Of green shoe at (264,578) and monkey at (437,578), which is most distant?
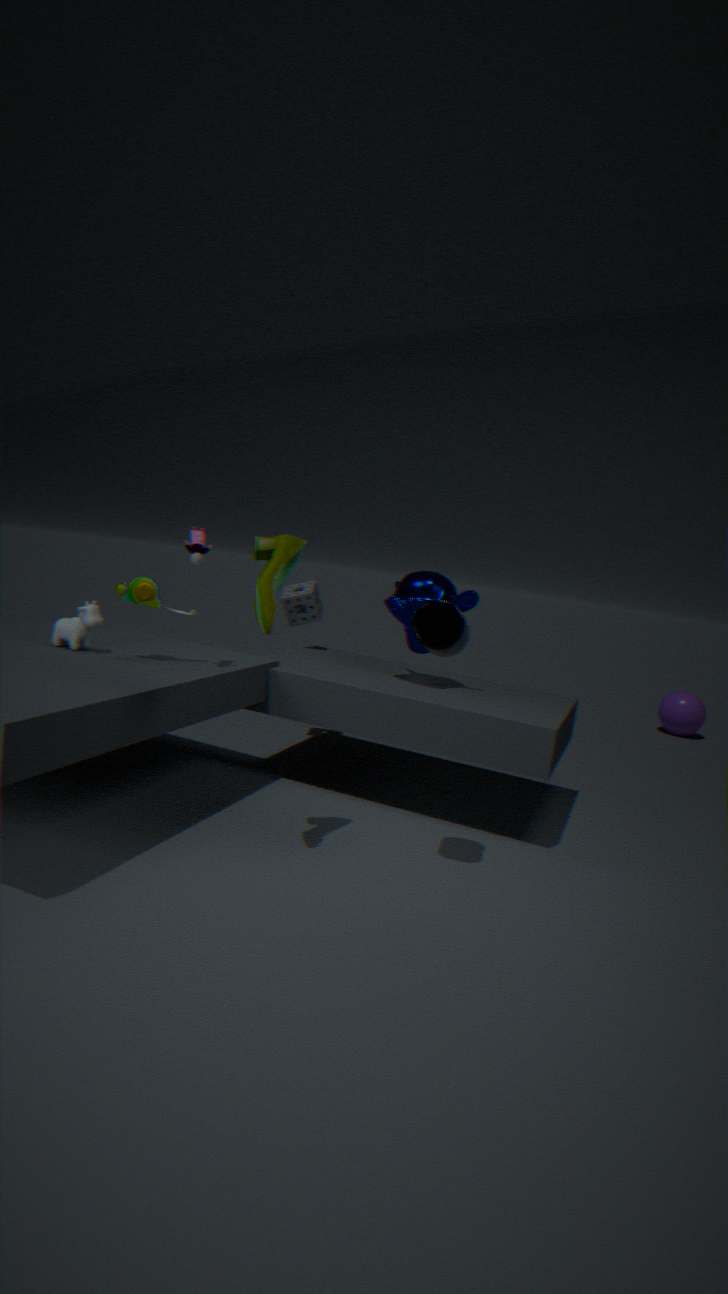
monkey at (437,578)
